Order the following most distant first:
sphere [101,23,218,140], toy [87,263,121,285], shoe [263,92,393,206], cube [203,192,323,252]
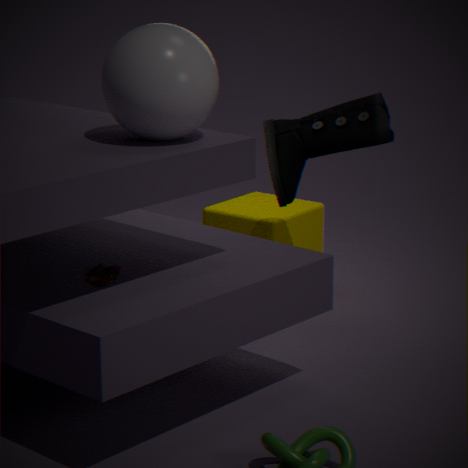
cube [203,192,323,252] < shoe [263,92,393,206] < toy [87,263,121,285] < sphere [101,23,218,140]
